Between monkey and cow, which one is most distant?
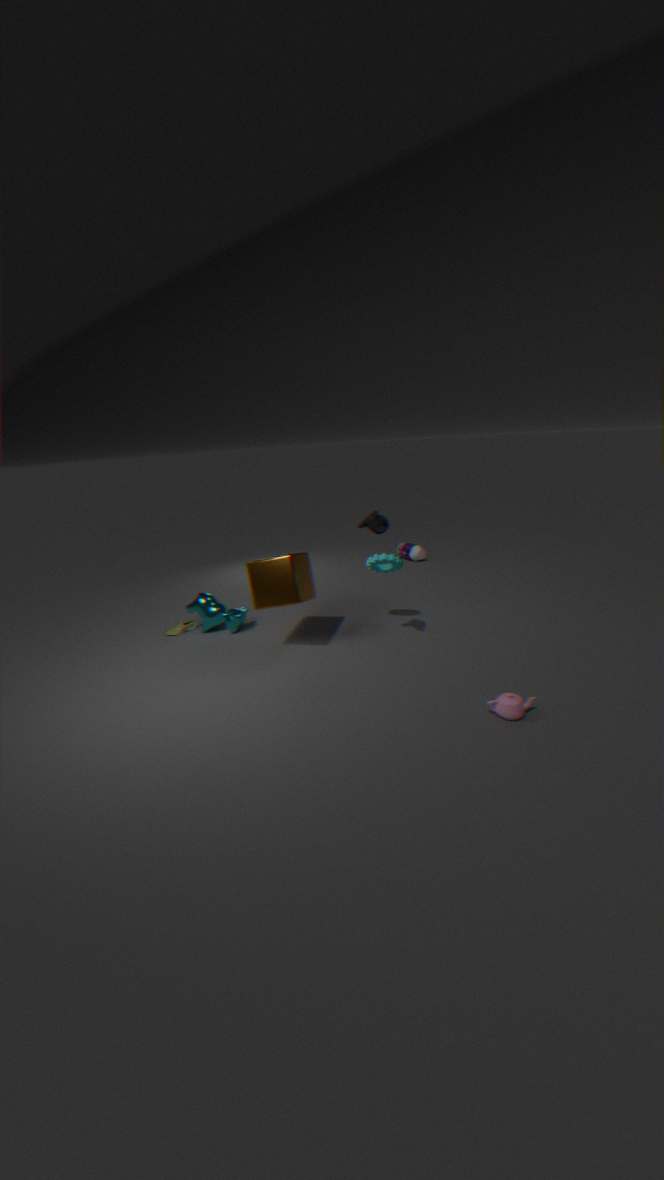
cow
